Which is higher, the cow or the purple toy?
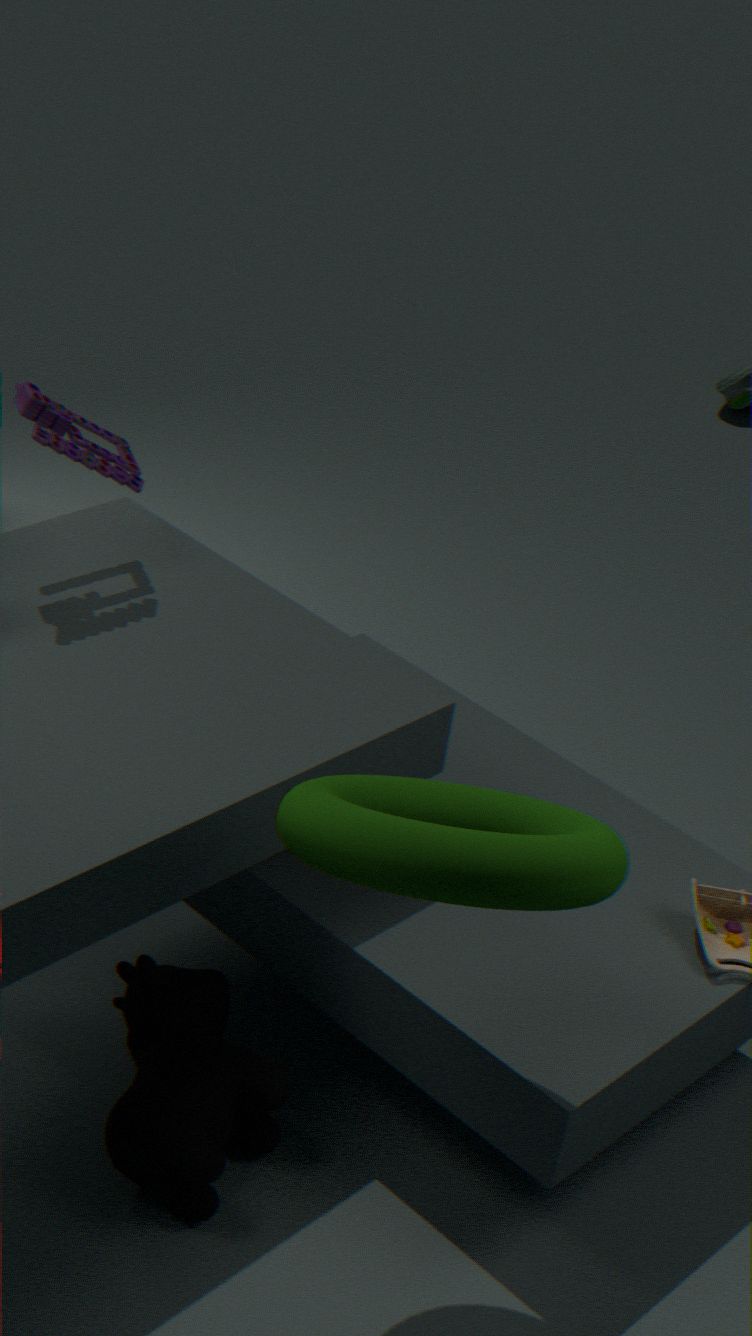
the purple toy
